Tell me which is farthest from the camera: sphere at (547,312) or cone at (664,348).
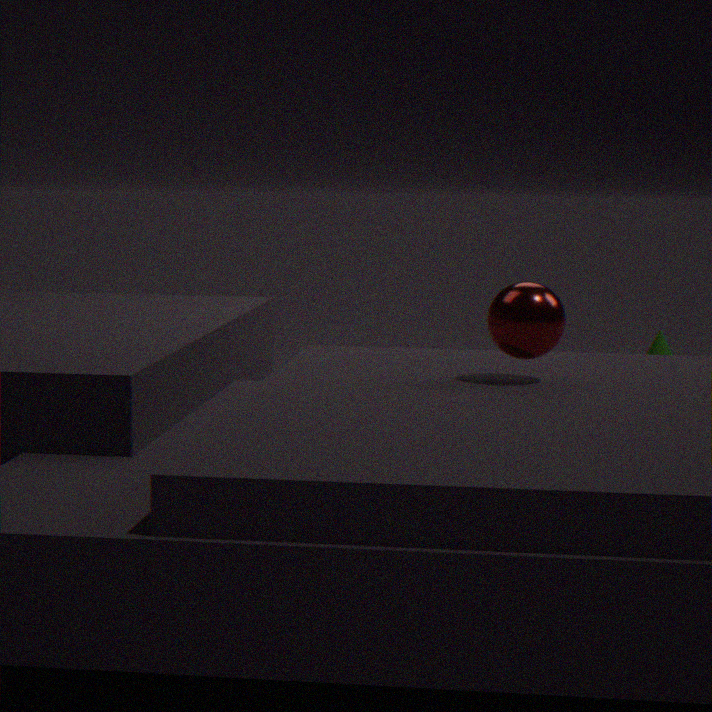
cone at (664,348)
